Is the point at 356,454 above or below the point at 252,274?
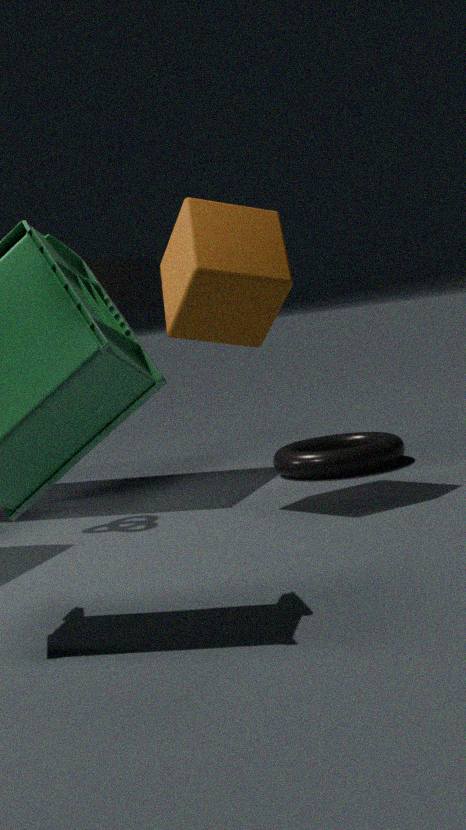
below
